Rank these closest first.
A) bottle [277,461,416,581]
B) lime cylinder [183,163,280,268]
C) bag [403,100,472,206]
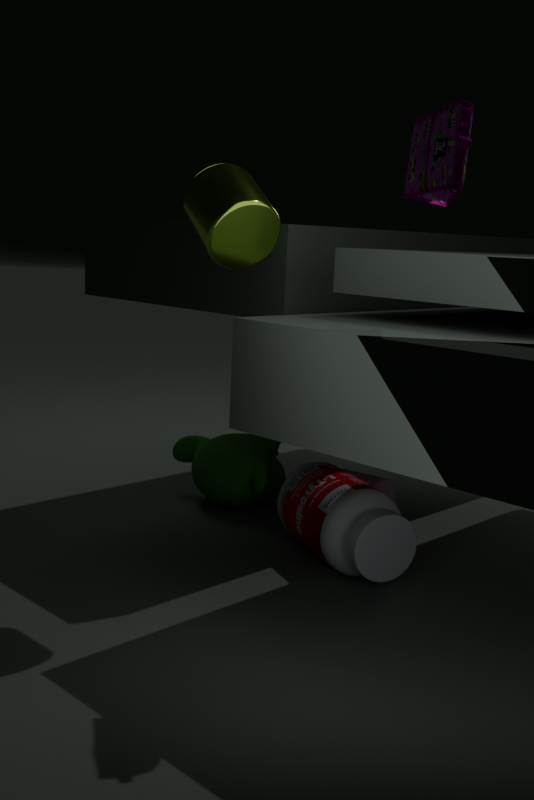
1. bag [403,100,472,206]
2. lime cylinder [183,163,280,268]
3. bottle [277,461,416,581]
